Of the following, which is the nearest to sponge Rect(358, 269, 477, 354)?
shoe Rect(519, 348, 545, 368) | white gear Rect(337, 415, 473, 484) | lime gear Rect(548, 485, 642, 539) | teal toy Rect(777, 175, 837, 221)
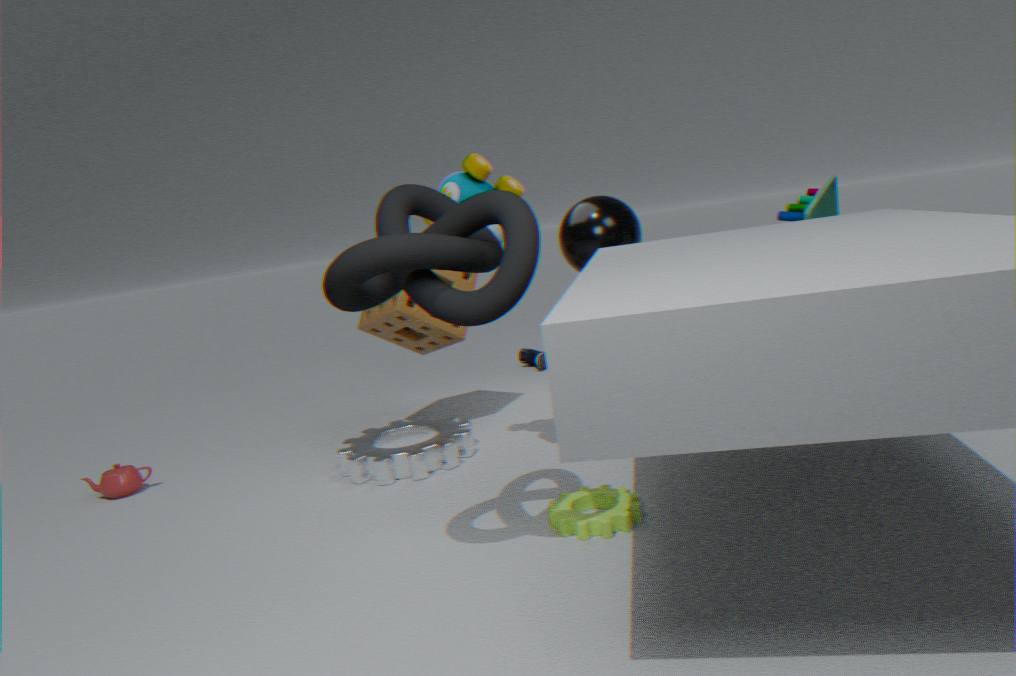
white gear Rect(337, 415, 473, 484)
